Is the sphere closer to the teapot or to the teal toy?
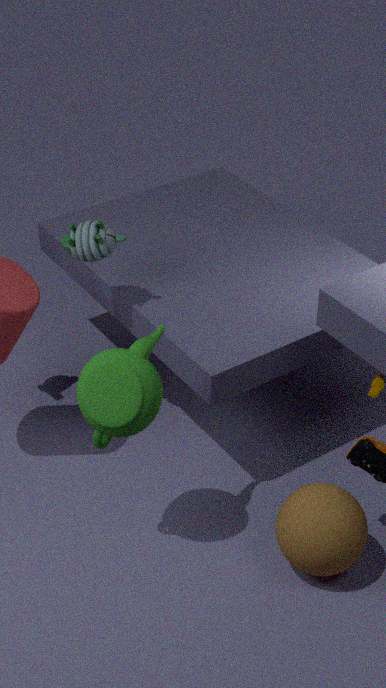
the teapot
